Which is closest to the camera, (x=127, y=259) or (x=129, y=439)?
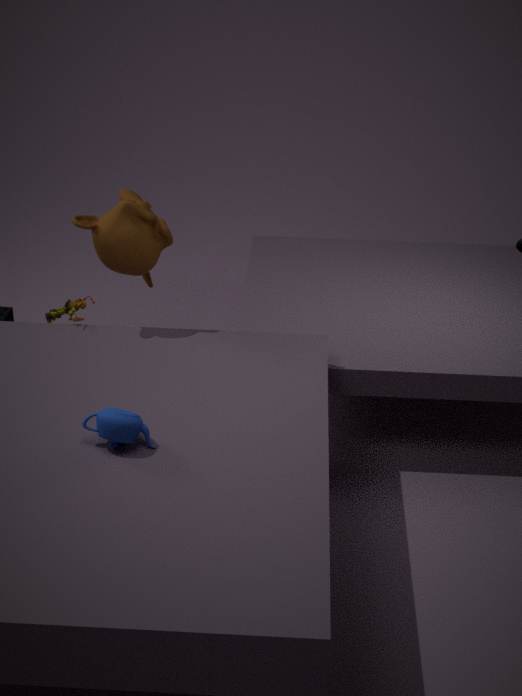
(x=129, y=439)
